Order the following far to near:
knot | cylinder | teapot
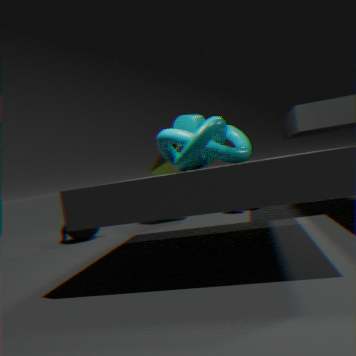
teapot < cylinder < knot
